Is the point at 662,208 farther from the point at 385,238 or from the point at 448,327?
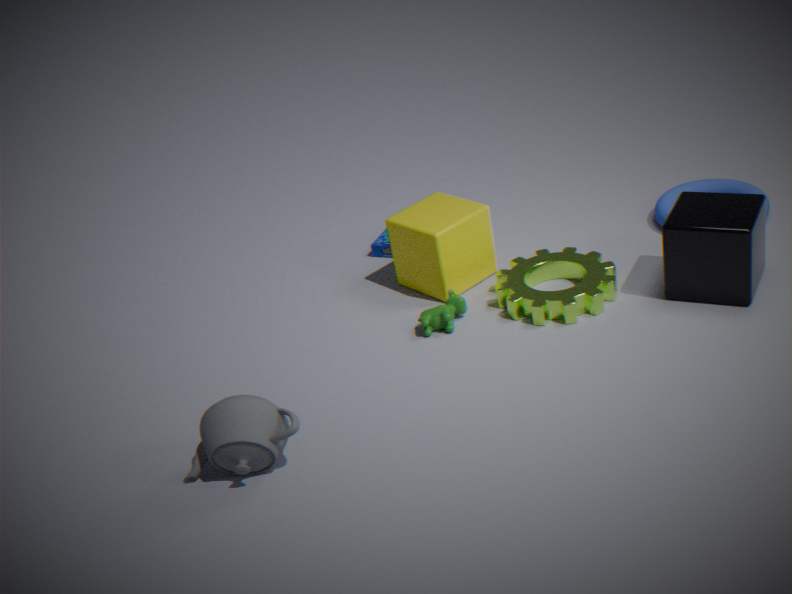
the point at 385,238
